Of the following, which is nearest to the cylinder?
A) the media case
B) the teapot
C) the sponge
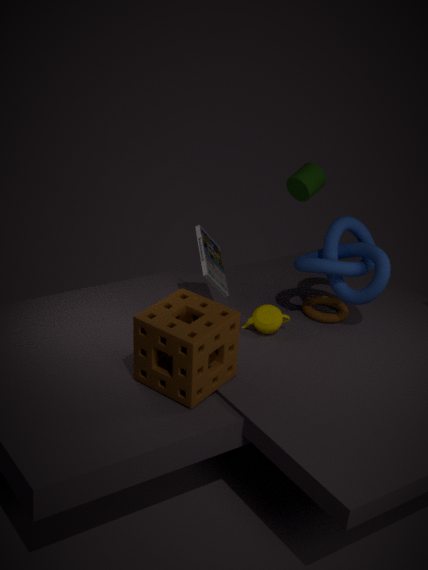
the media case
